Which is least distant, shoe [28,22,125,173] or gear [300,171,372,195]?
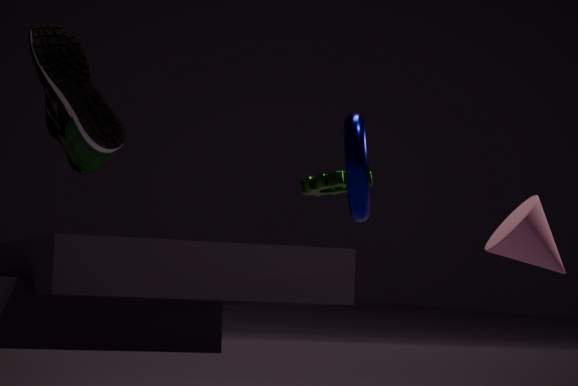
shoe [28,22,125,173]
